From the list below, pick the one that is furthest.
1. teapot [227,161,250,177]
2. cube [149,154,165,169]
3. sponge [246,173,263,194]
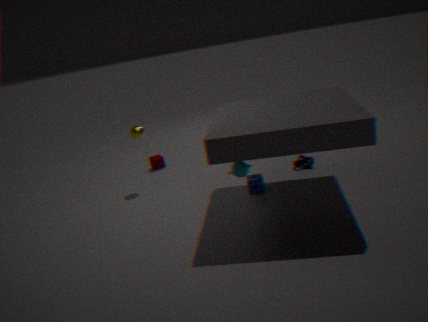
cube [149,154,165,169]
